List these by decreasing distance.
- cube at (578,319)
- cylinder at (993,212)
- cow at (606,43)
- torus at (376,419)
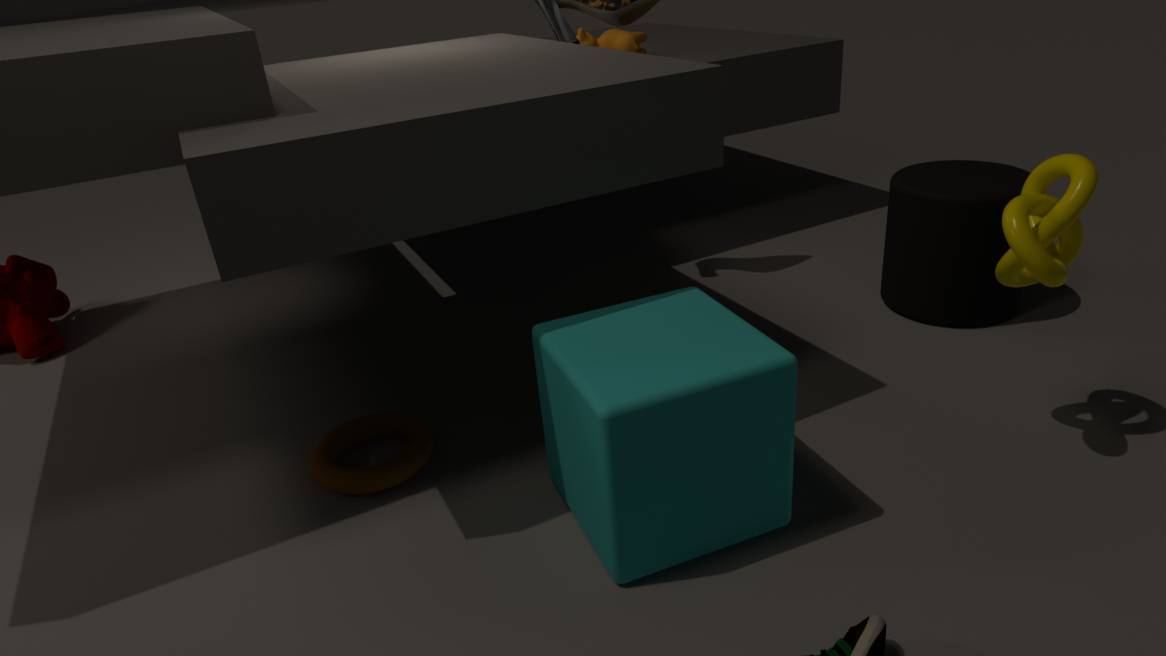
1. cow at (606,43)
2. cylinder at (993,212)
3. torus at (376,419)
4. cube at (578,319)
